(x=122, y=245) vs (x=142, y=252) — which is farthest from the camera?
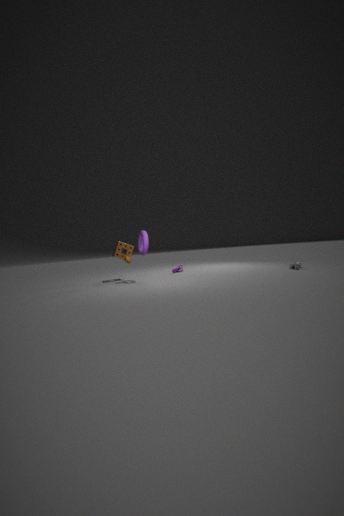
(x=122, y=245)
